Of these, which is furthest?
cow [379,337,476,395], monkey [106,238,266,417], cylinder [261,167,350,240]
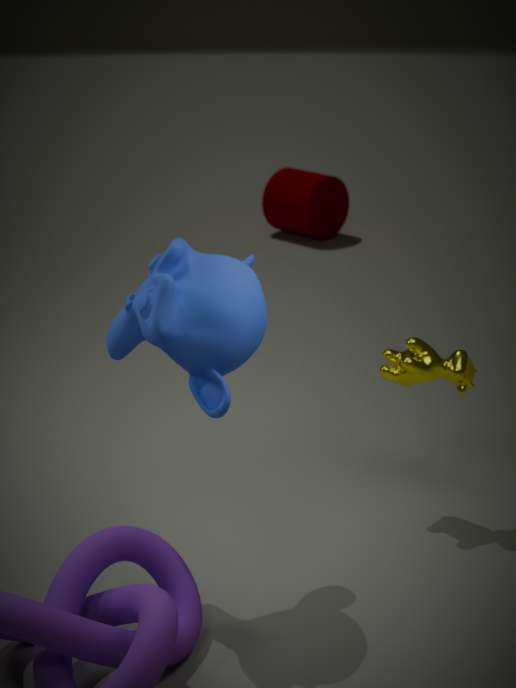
cylinder [261,167,350,240]
